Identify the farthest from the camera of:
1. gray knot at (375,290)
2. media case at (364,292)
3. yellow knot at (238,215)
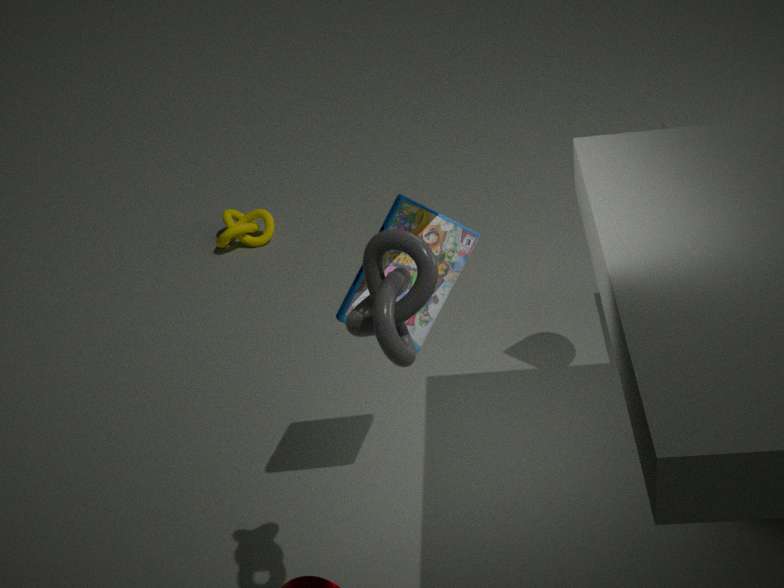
yellow knot at (238,215)
